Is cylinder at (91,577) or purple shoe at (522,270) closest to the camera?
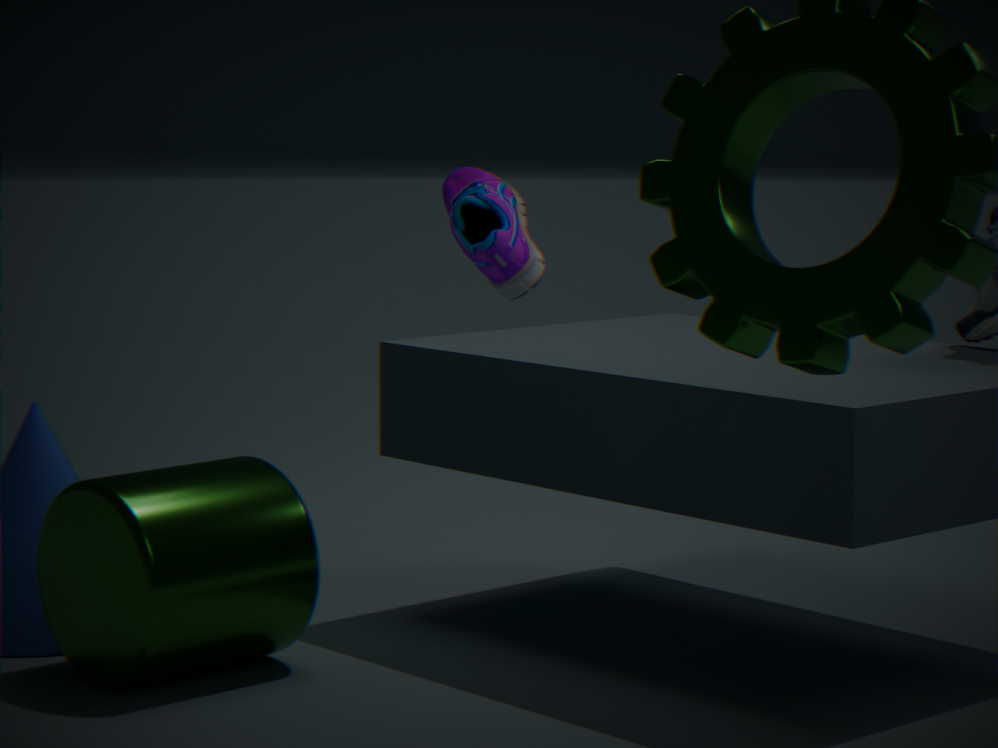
purple shoe at (522,270)
